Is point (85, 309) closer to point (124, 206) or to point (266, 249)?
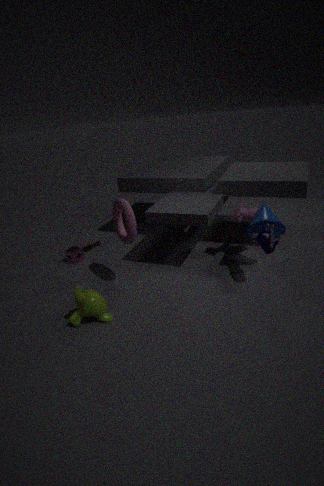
point (124, 206)
